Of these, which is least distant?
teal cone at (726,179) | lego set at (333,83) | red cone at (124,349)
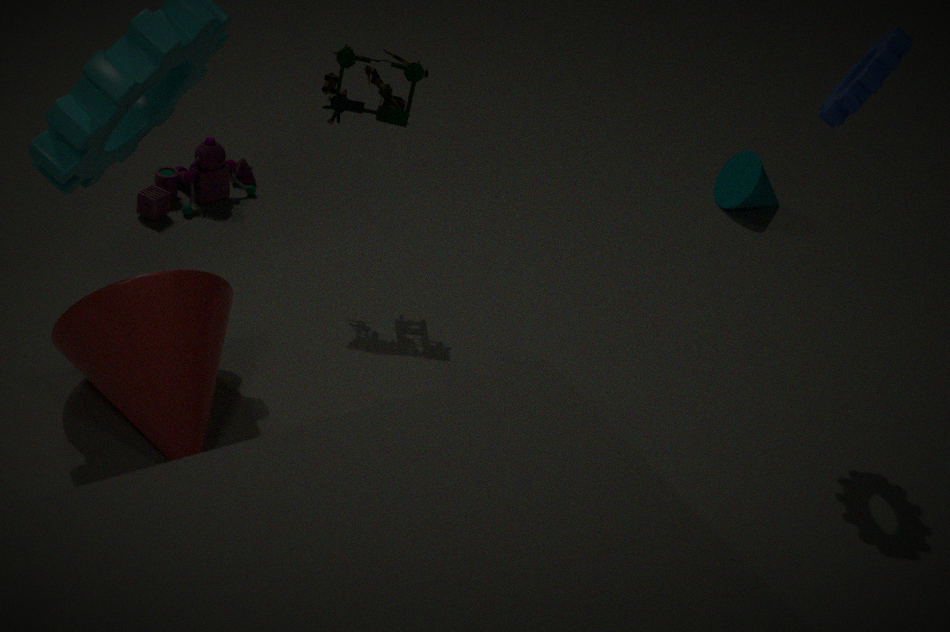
red cone at (124,349)
